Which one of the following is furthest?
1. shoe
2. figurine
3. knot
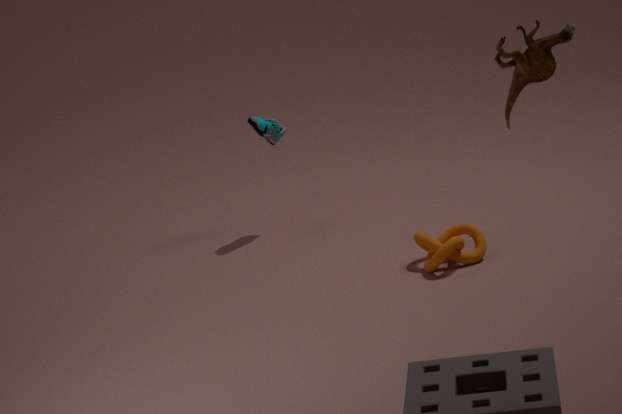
shoe
